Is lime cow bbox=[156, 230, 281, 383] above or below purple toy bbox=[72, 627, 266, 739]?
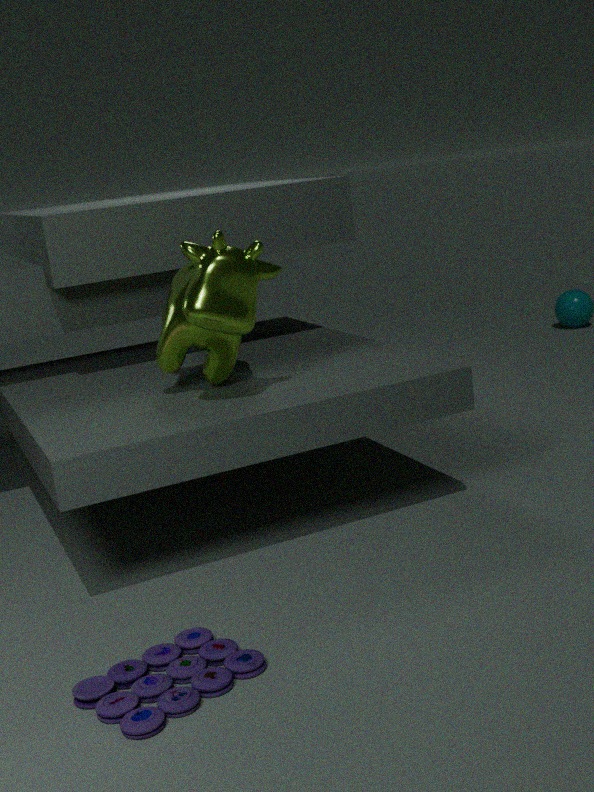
above
